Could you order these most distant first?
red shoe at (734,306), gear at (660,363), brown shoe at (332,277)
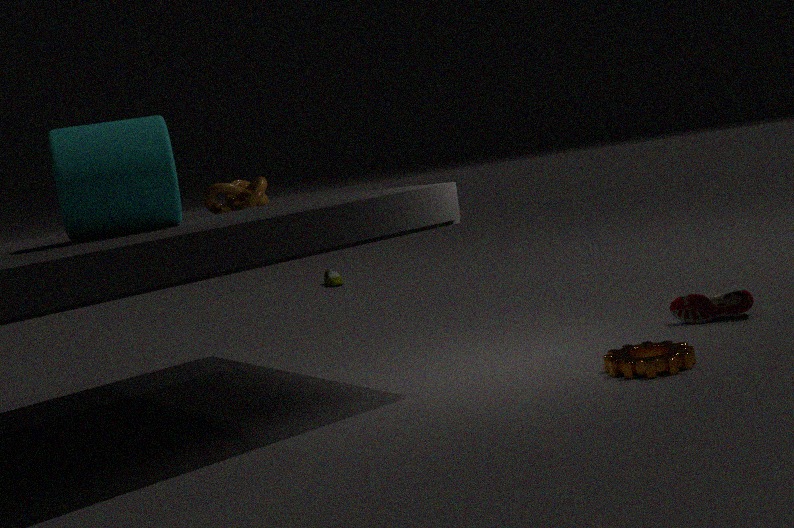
brown shoe at (332,277), red shoe at (734,306), gear at (660,363)
